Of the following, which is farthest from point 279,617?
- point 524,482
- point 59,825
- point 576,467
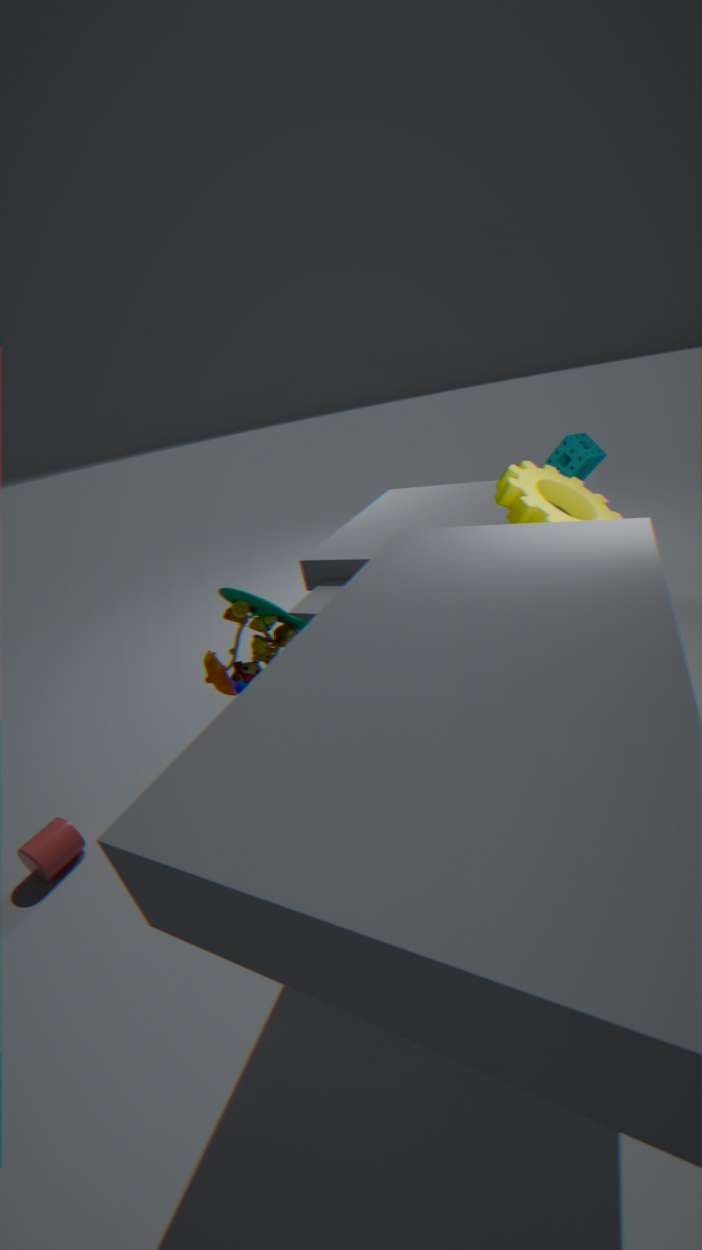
point 576,467
